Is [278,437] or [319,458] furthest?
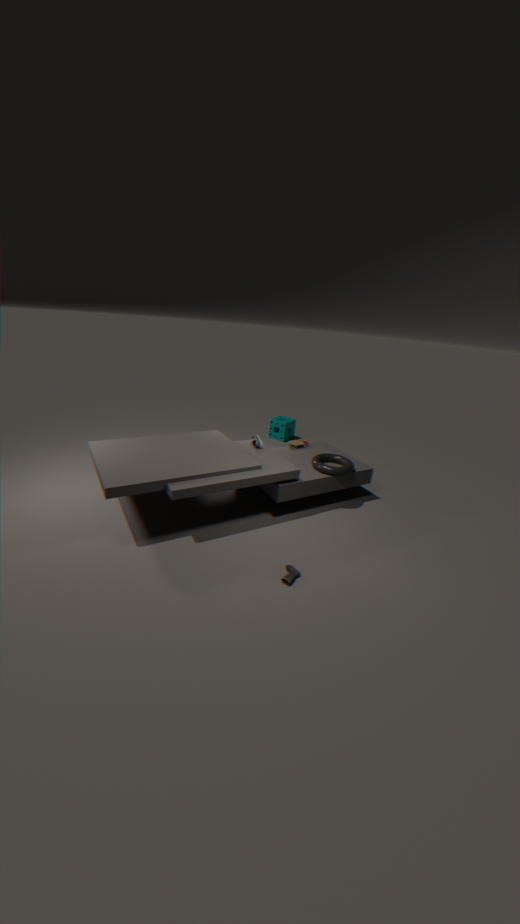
[278,437]
